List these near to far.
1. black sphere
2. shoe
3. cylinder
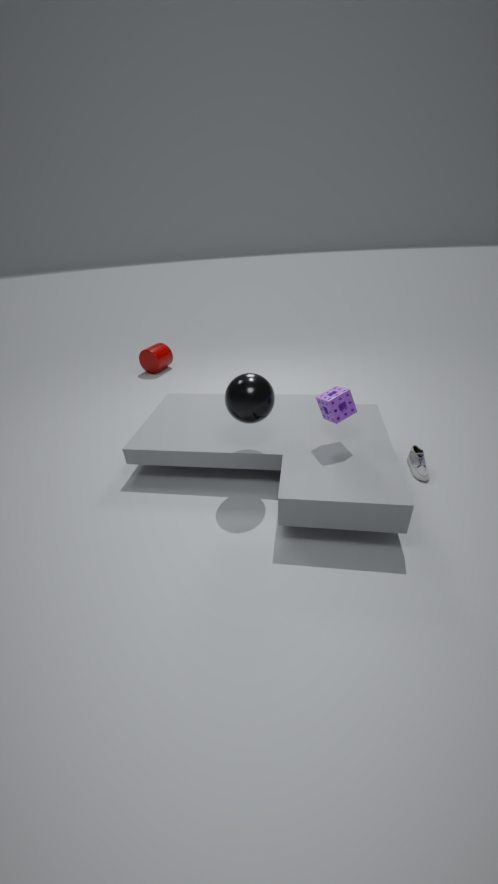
black sphere → shoe → cylinder
